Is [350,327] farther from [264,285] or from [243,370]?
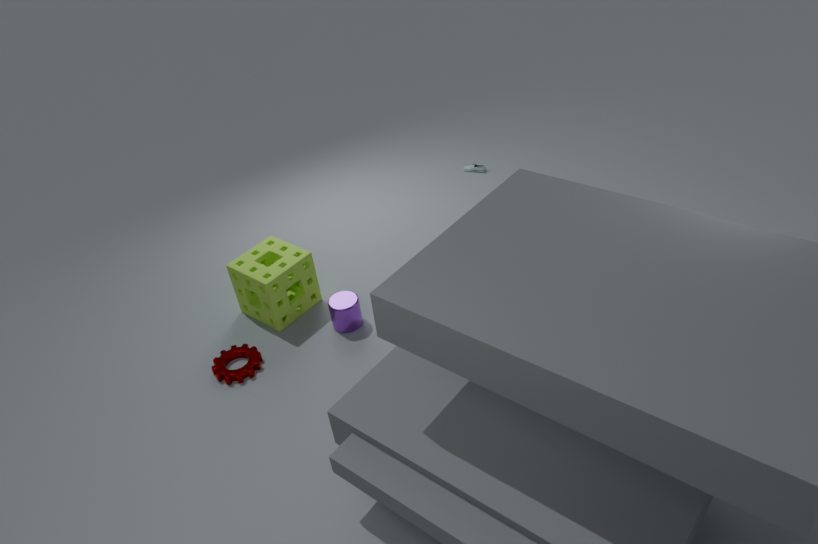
[243,370]
